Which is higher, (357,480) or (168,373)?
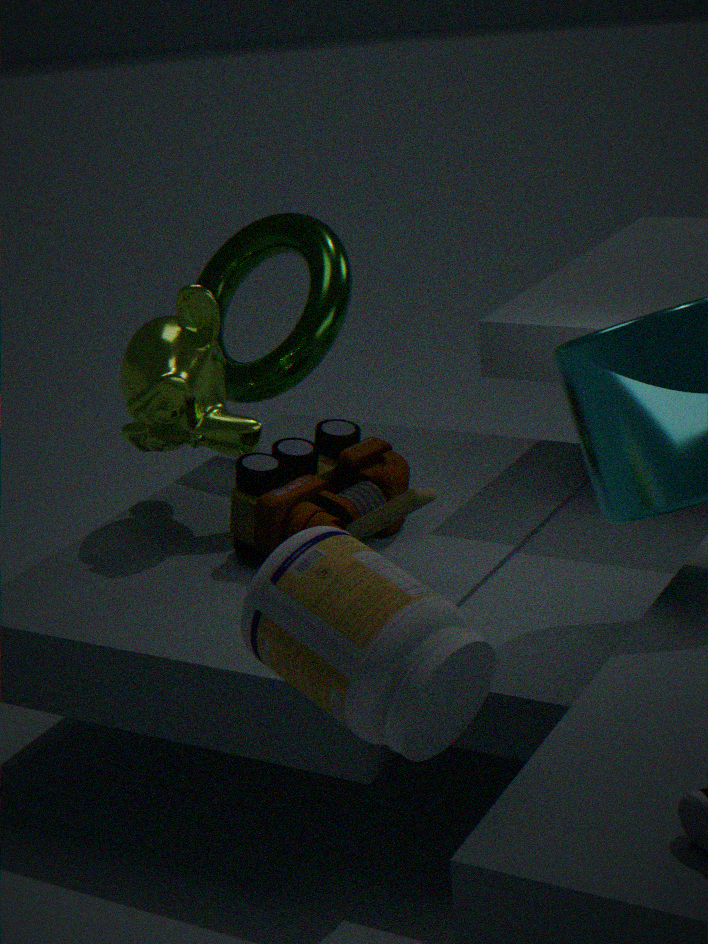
(168,373)
